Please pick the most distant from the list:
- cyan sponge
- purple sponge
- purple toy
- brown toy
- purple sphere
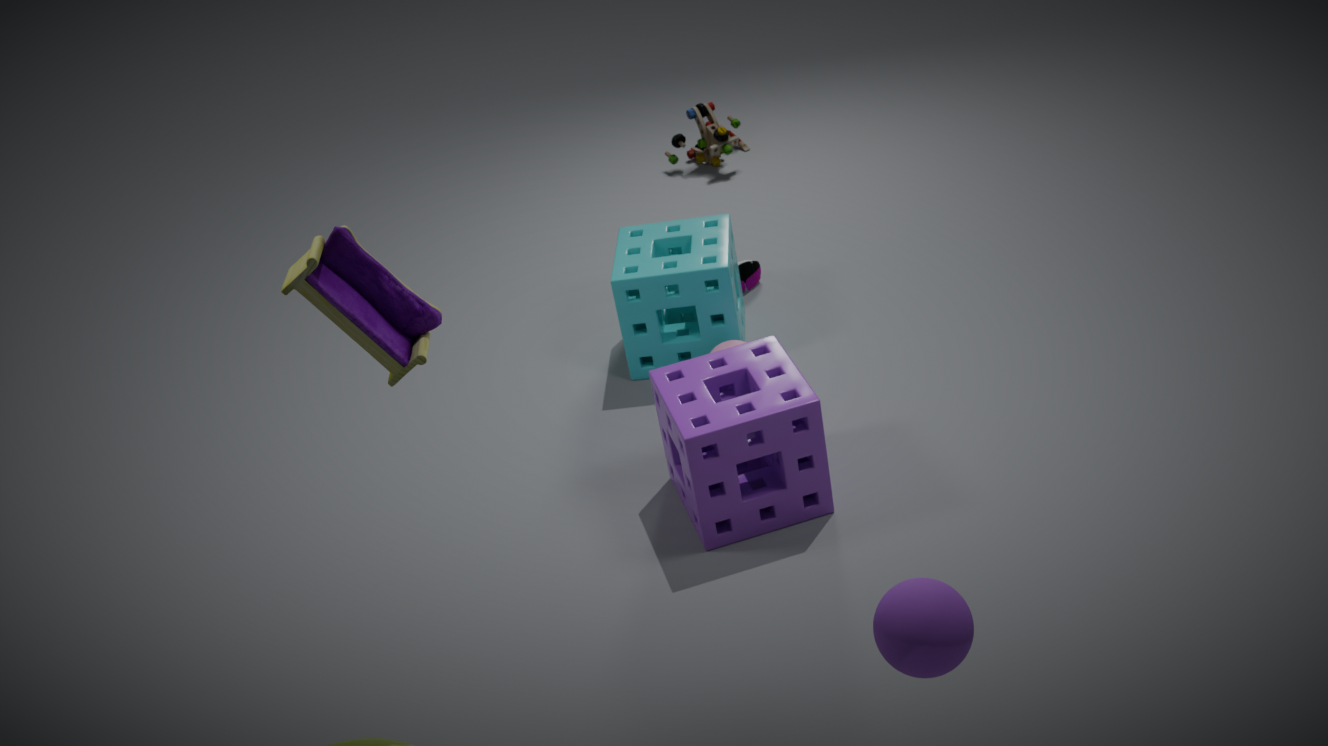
brown toy
